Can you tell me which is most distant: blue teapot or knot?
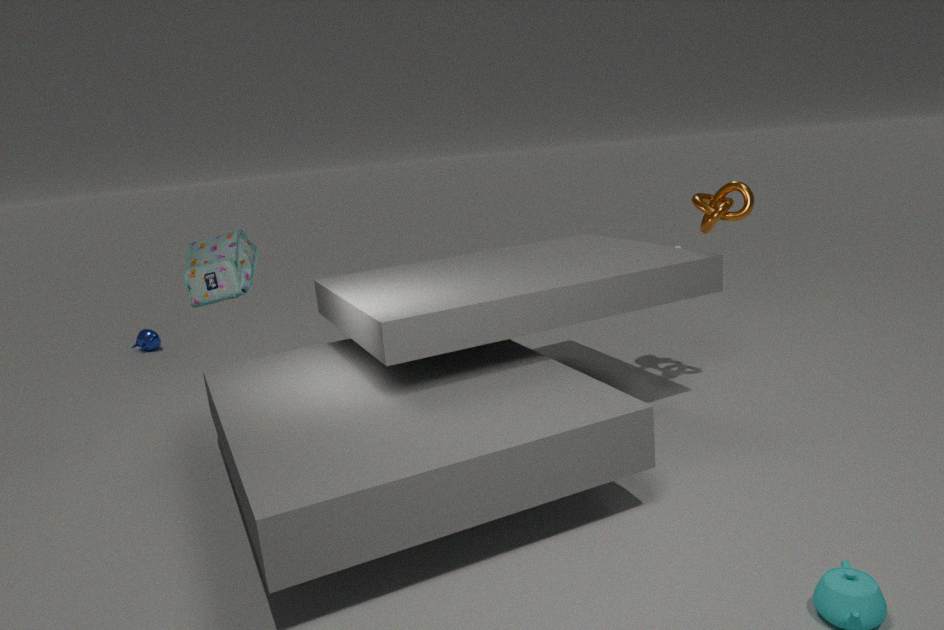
blue teapot
